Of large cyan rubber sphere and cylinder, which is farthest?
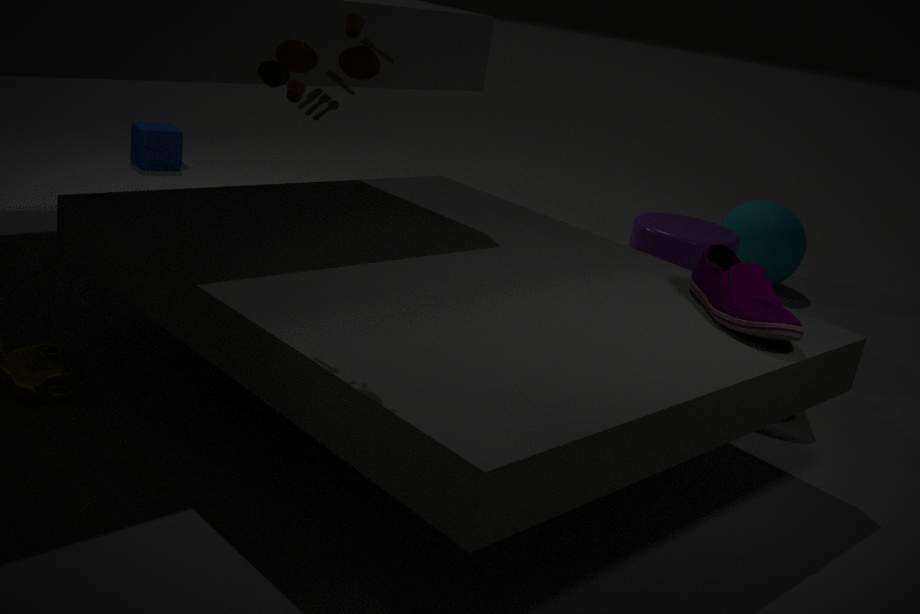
large cyan rubber sphere
